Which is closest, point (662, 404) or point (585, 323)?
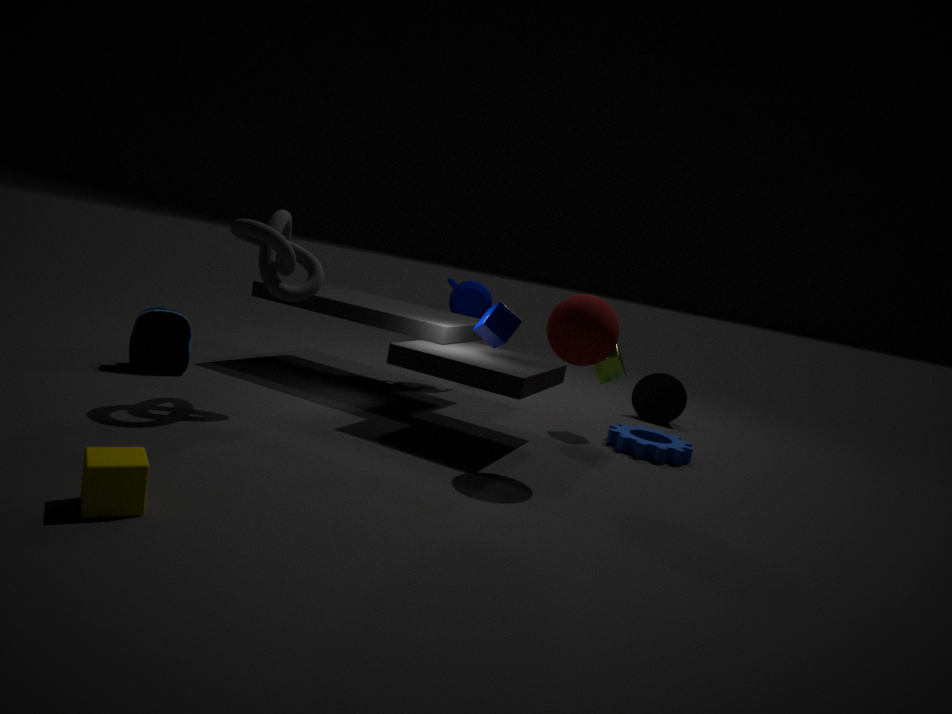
point (585, 323)
